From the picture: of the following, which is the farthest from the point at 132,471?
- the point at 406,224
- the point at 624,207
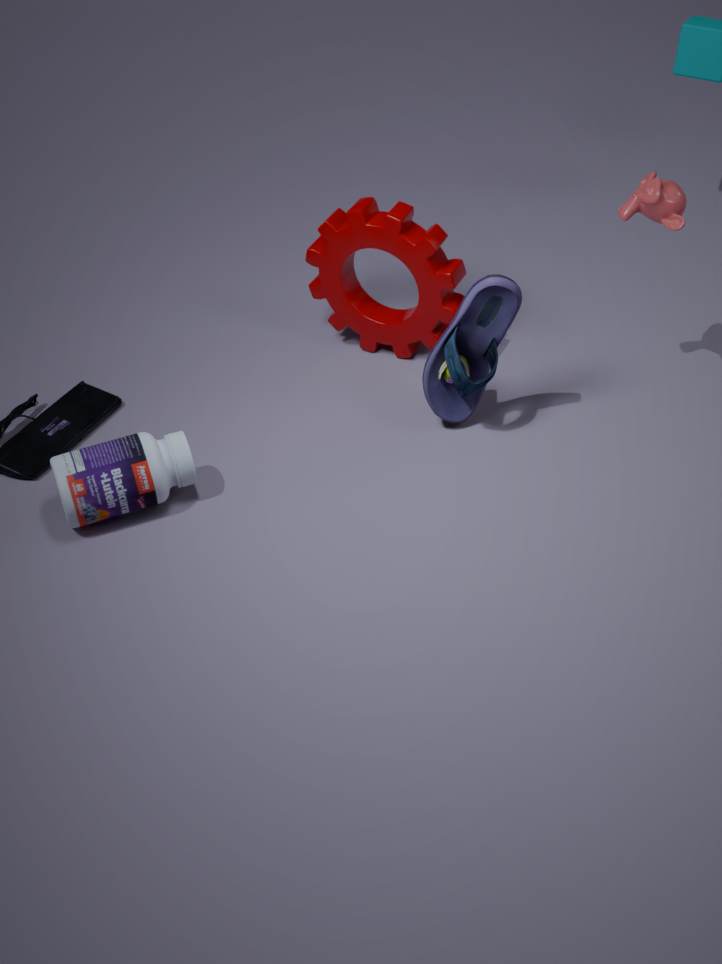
the point at 624,207
